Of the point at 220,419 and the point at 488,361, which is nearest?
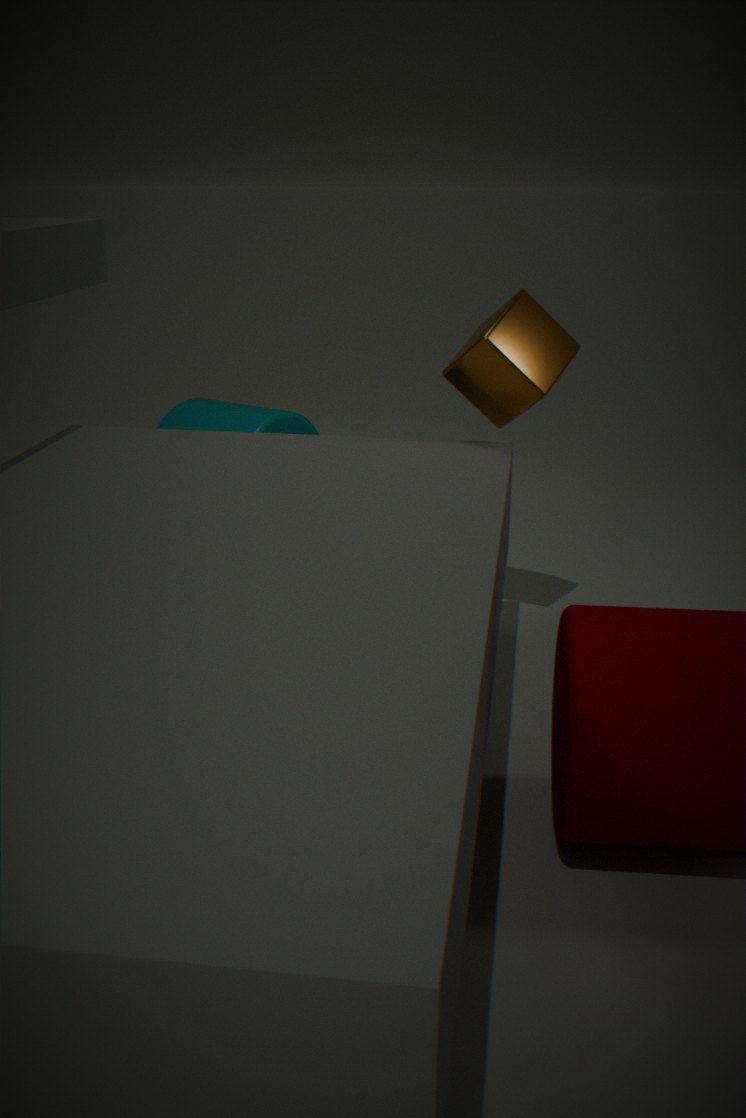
the point at 488,361
